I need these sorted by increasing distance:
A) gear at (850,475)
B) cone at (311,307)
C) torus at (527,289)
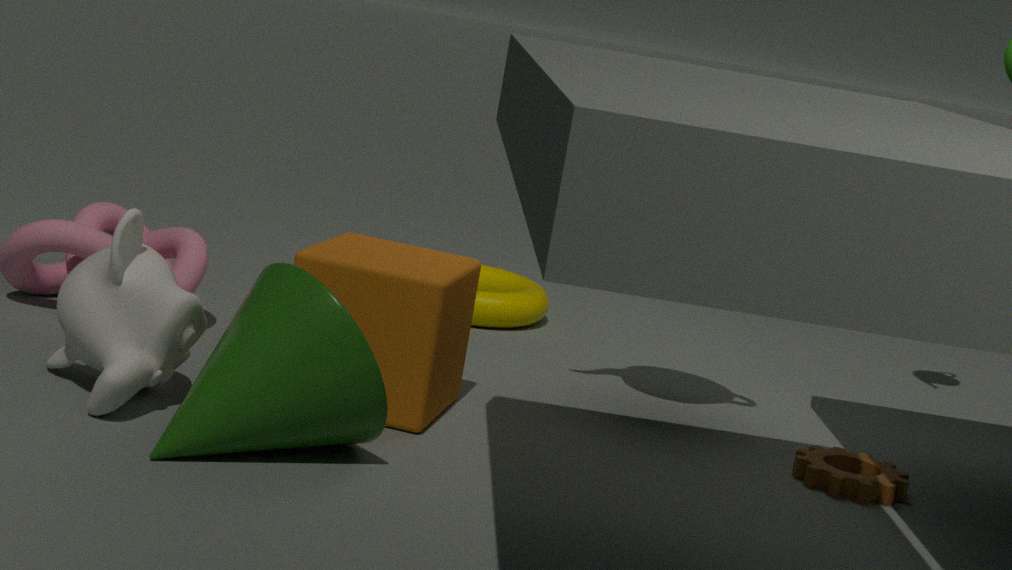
cone at (311,307) < gear at (850,475) < torus at (527,289)
